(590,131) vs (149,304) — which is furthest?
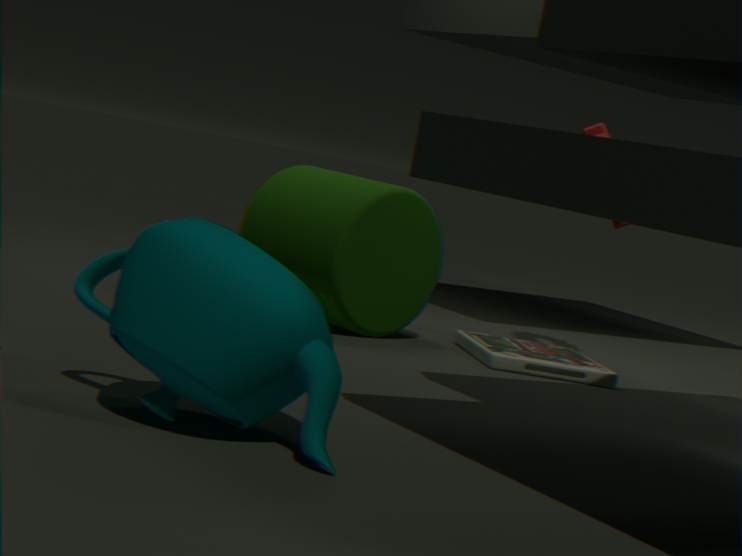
(590,131)
